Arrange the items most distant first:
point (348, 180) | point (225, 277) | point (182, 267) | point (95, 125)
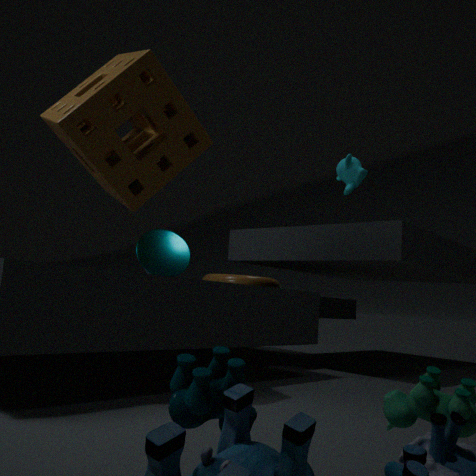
point (225, 277), point (348, 180), point (182, 267), point (95, 125)
